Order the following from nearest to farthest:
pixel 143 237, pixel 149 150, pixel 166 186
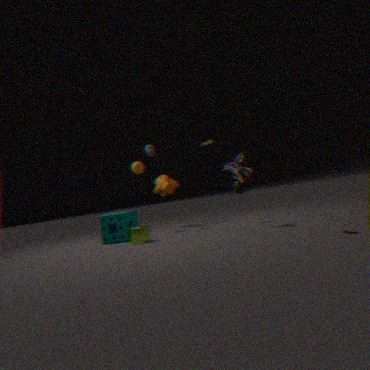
pixel 143 237 → pixel 149 150 → pixel 166 186
